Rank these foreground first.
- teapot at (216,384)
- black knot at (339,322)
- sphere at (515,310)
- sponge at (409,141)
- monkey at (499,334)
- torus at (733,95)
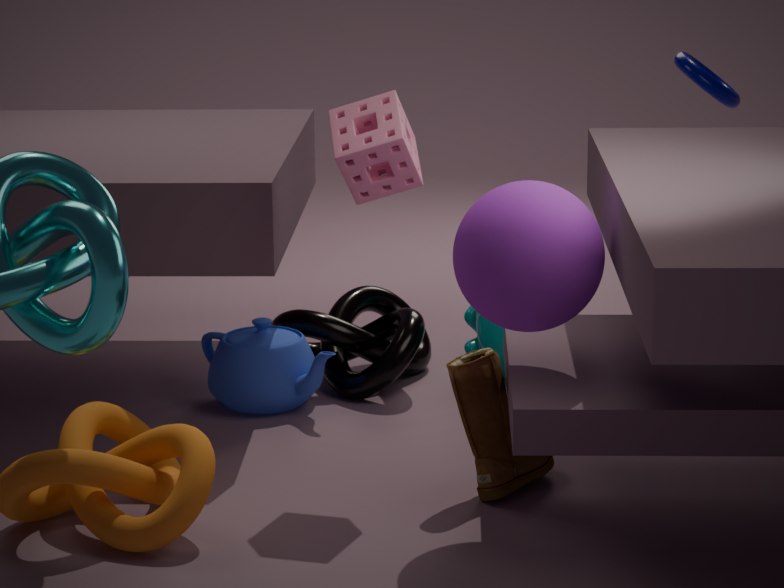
sphere at (515,310) → sponge at (409,141) → teapot at (216,384) → black knot at (339,322) → monkey at (499,334) → torus at (733,95)
